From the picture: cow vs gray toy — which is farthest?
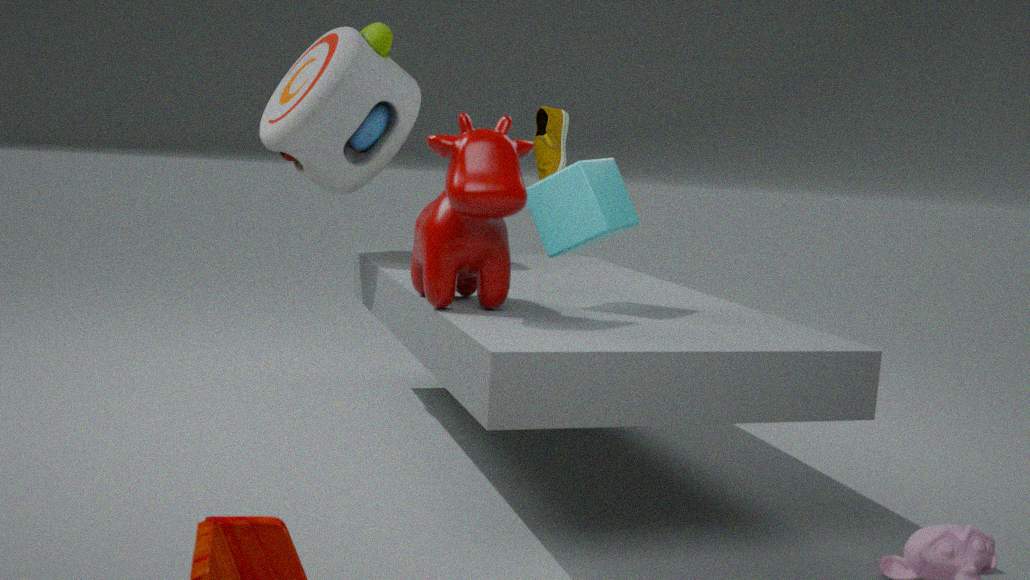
gray toy
